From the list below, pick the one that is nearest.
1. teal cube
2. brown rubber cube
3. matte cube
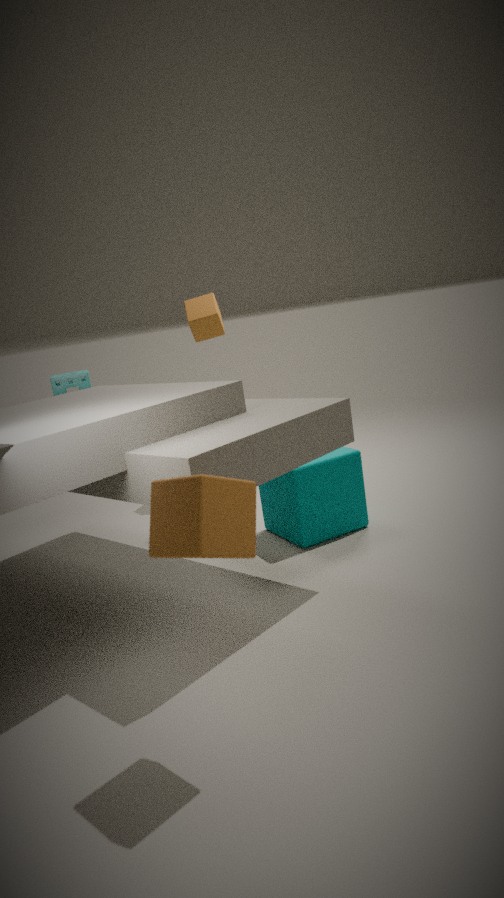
brown rubber cube
